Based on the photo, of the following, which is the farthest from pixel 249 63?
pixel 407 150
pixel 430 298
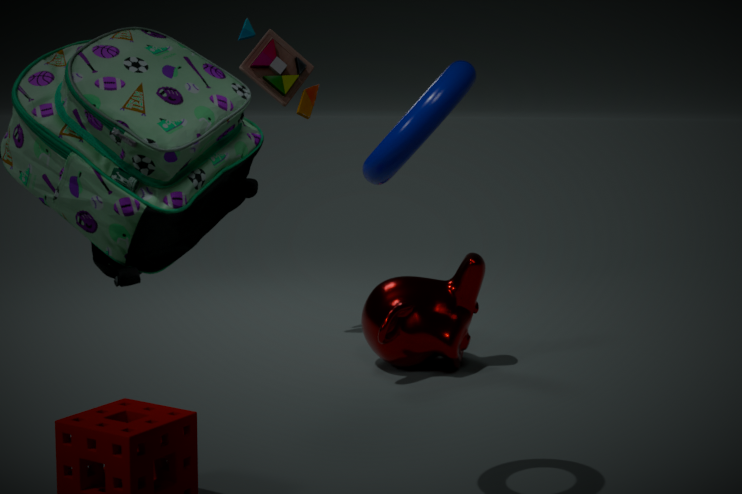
pixel 407 150
